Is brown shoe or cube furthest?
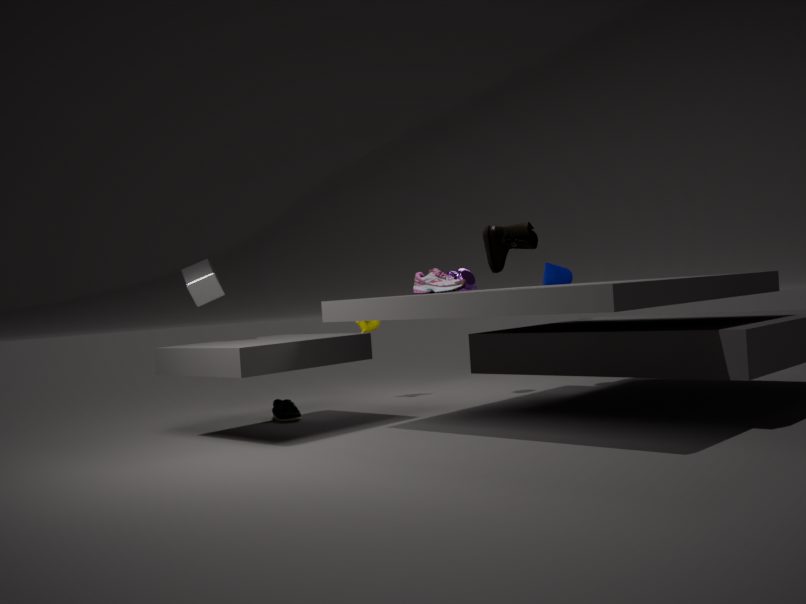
cube
